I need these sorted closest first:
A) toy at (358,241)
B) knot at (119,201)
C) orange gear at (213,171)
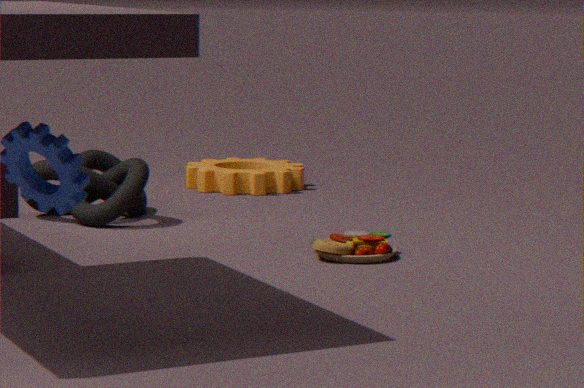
1. toy at (358,241)
2. knot at (119,201)
3. orange gear at (213,171)
